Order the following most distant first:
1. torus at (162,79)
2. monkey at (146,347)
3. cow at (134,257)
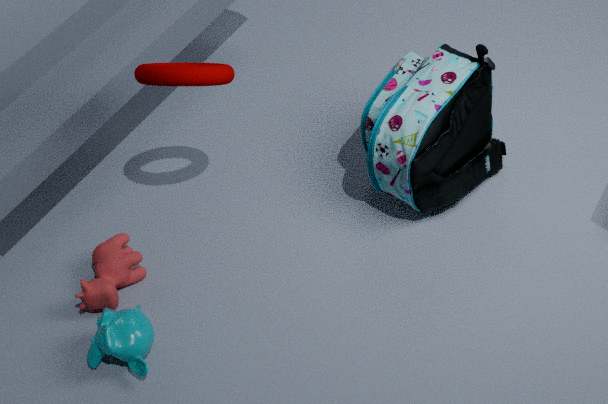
cow at (134,257), monkey at (146,347), torus at (162,79)
